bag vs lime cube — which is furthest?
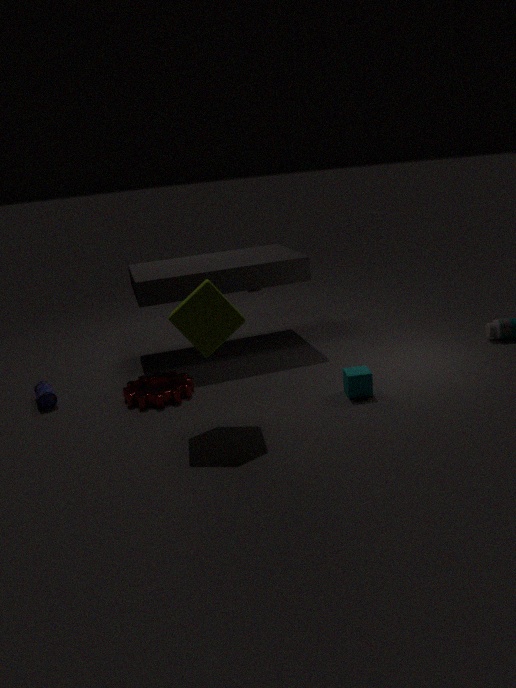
bag
